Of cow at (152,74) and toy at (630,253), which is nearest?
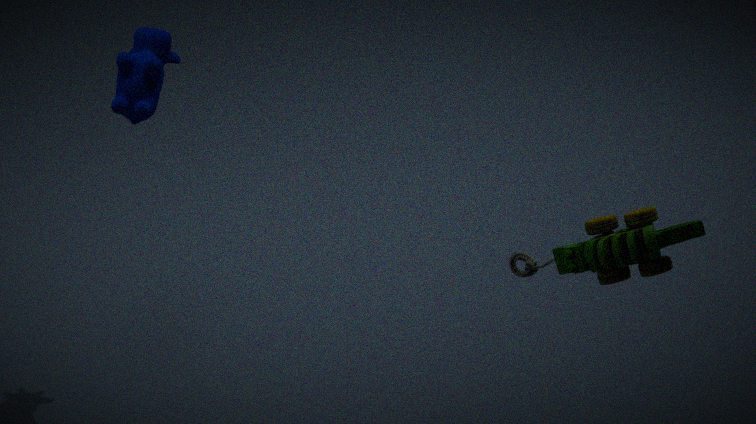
toy at (630,253)
